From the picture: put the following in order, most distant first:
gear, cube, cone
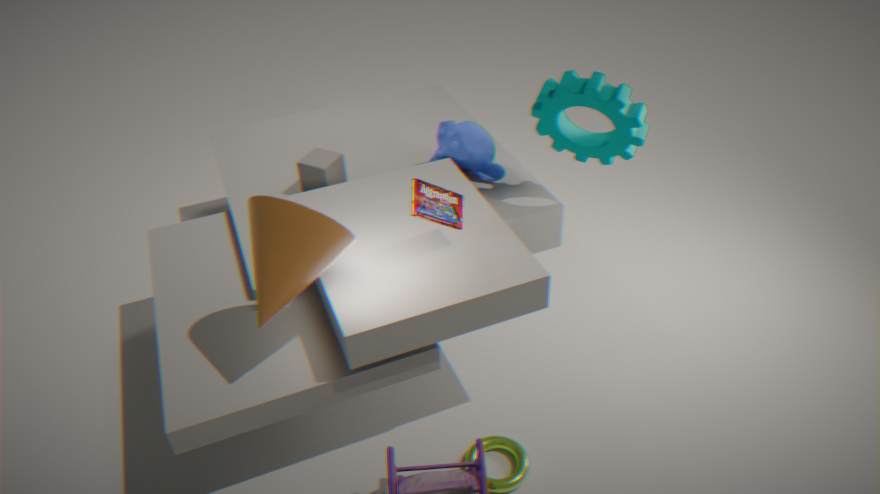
cube
gear
cone
